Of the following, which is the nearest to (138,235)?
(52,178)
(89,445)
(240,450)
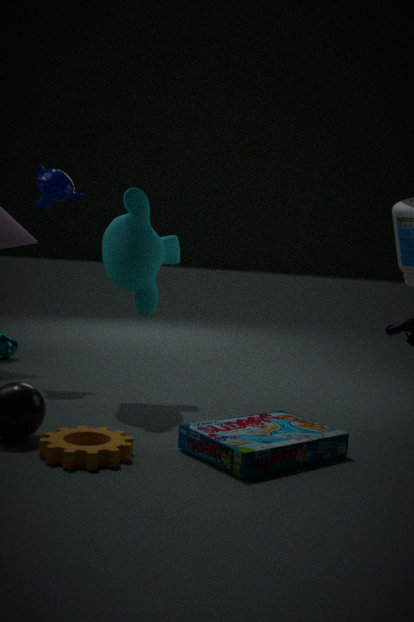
(52,178)
